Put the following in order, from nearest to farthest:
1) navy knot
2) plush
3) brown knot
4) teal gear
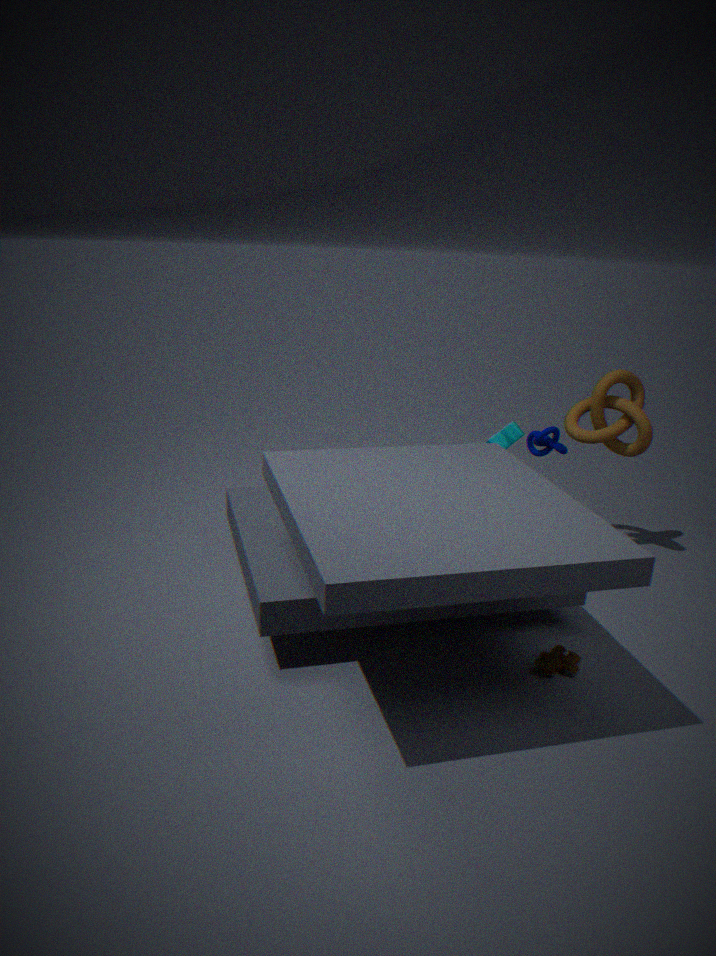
2. plush → 4. teal gear → 3. brown knot → 1. navy knot
